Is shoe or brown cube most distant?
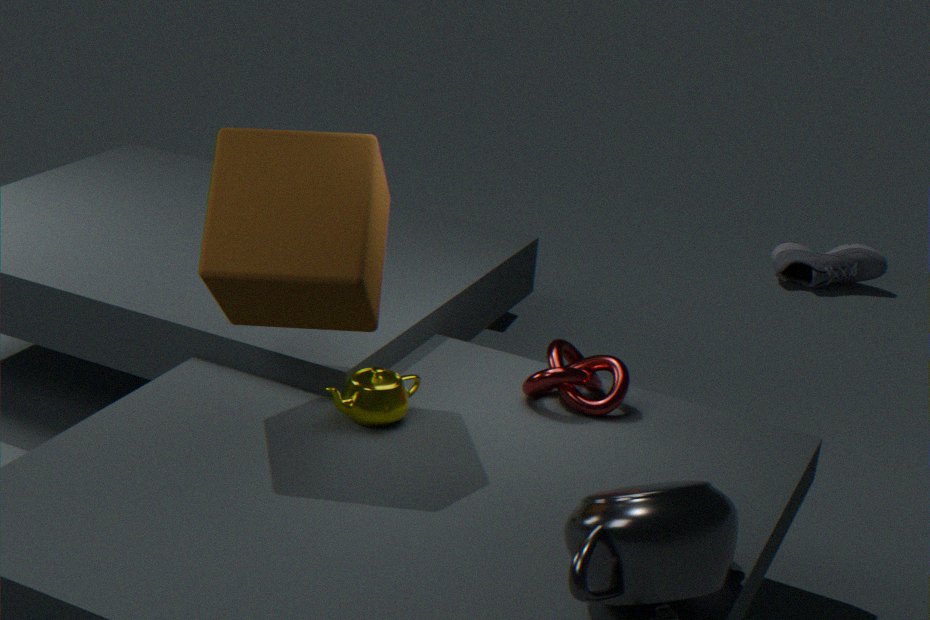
shoe
